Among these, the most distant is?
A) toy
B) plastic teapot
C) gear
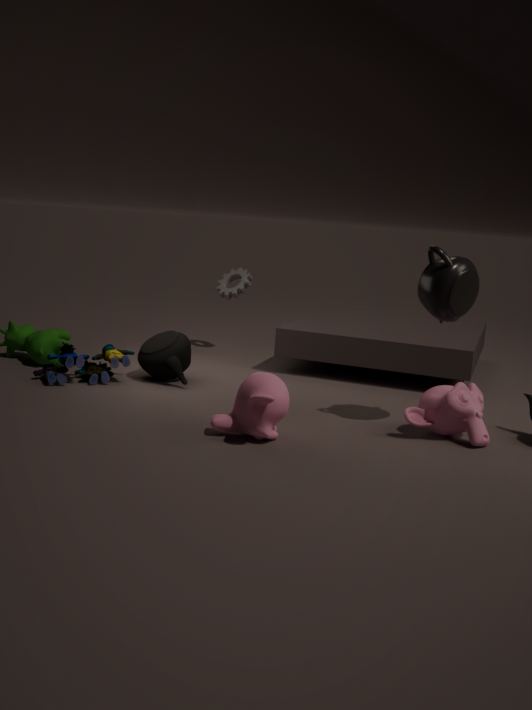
gear
